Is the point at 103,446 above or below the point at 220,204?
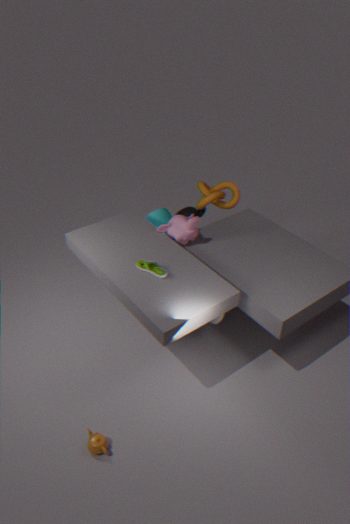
below
